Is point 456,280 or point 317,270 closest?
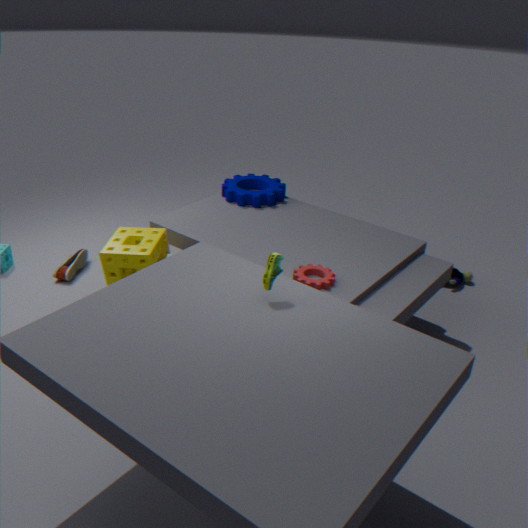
point 317,270
